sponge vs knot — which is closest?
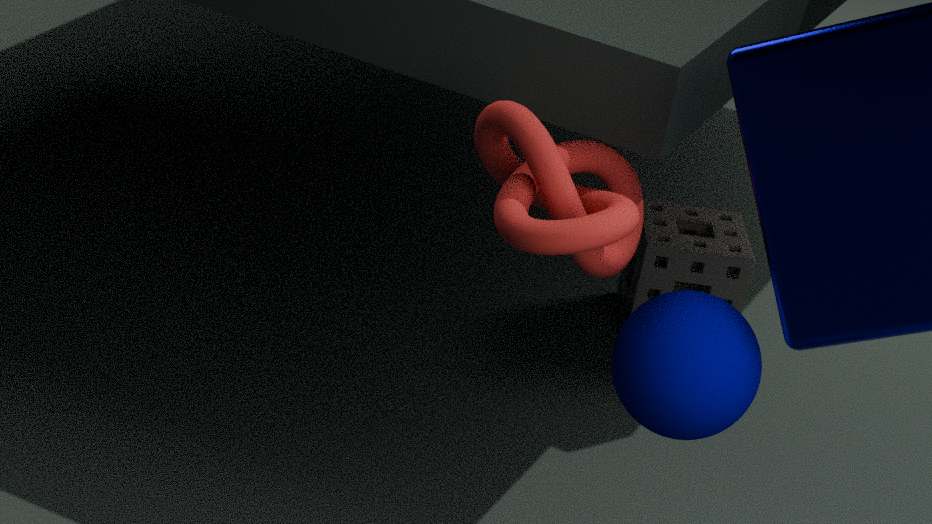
knot
